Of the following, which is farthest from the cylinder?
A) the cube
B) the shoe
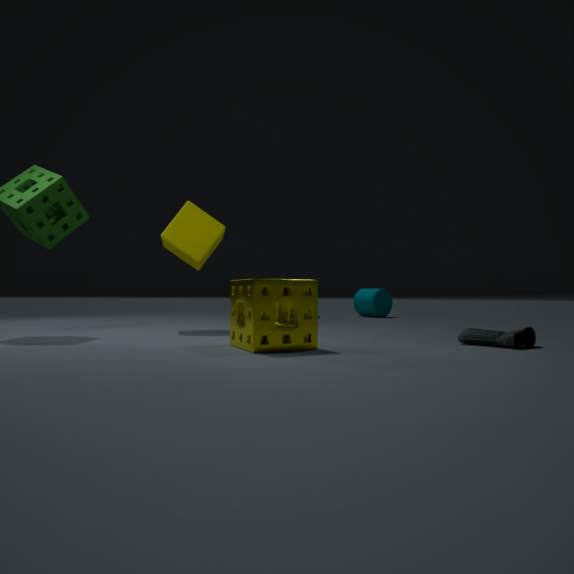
the shoe
